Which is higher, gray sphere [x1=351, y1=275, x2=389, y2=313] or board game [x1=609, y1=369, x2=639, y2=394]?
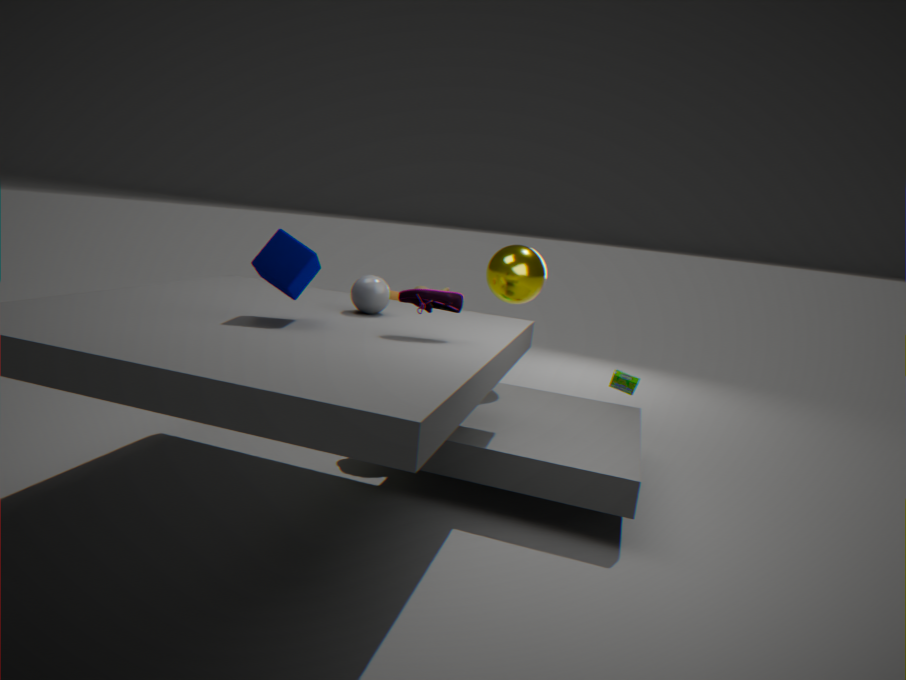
gray sphere [x1=351, y1=275, x2=389, y2=313]
